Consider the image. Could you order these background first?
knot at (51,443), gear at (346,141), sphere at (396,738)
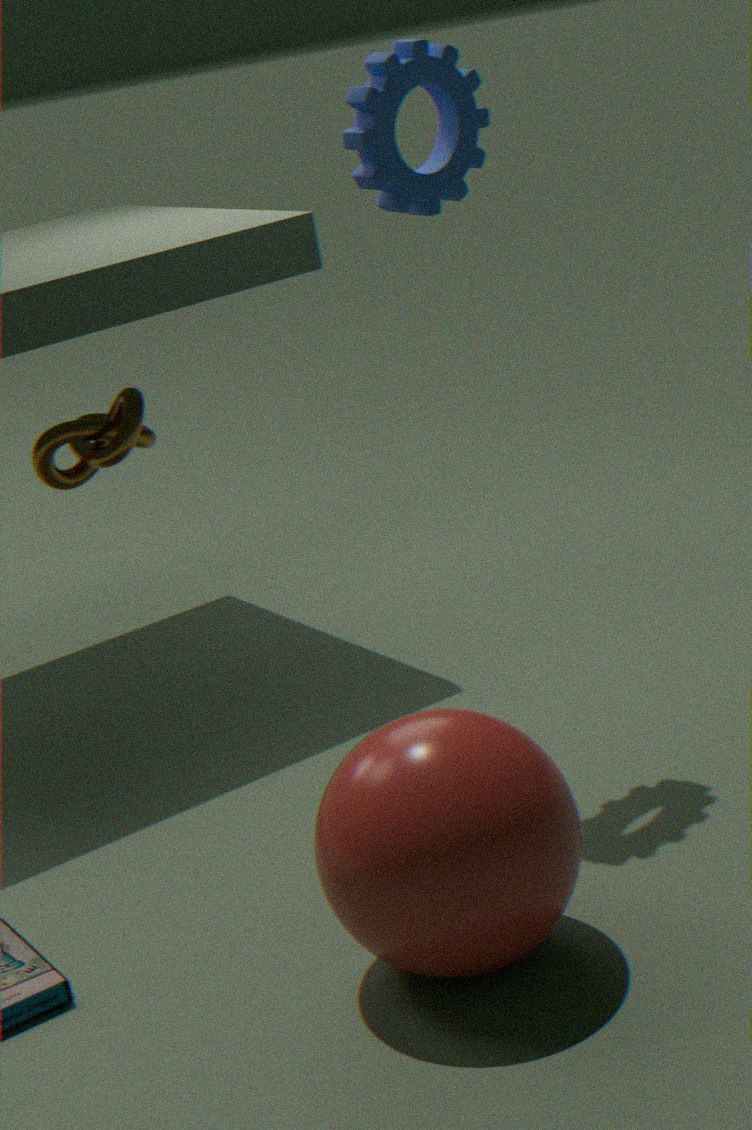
knot at (51,443) < gear at (346,141) < sphere at (396,738)
